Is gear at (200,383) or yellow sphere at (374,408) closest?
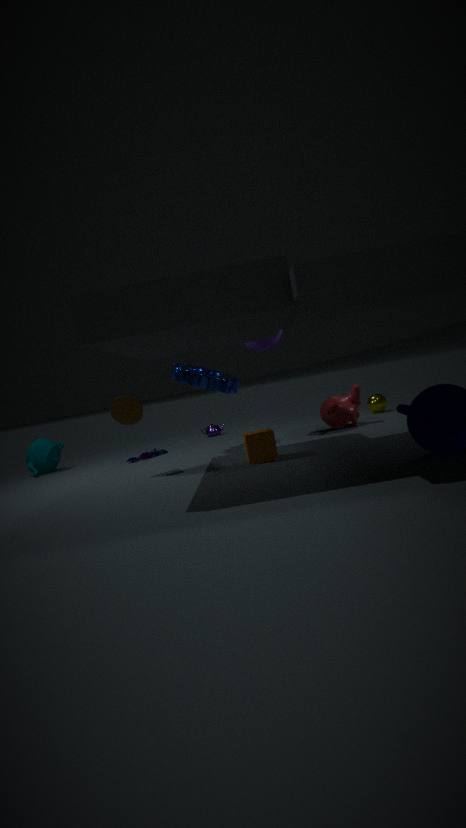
gear at (200,383)
